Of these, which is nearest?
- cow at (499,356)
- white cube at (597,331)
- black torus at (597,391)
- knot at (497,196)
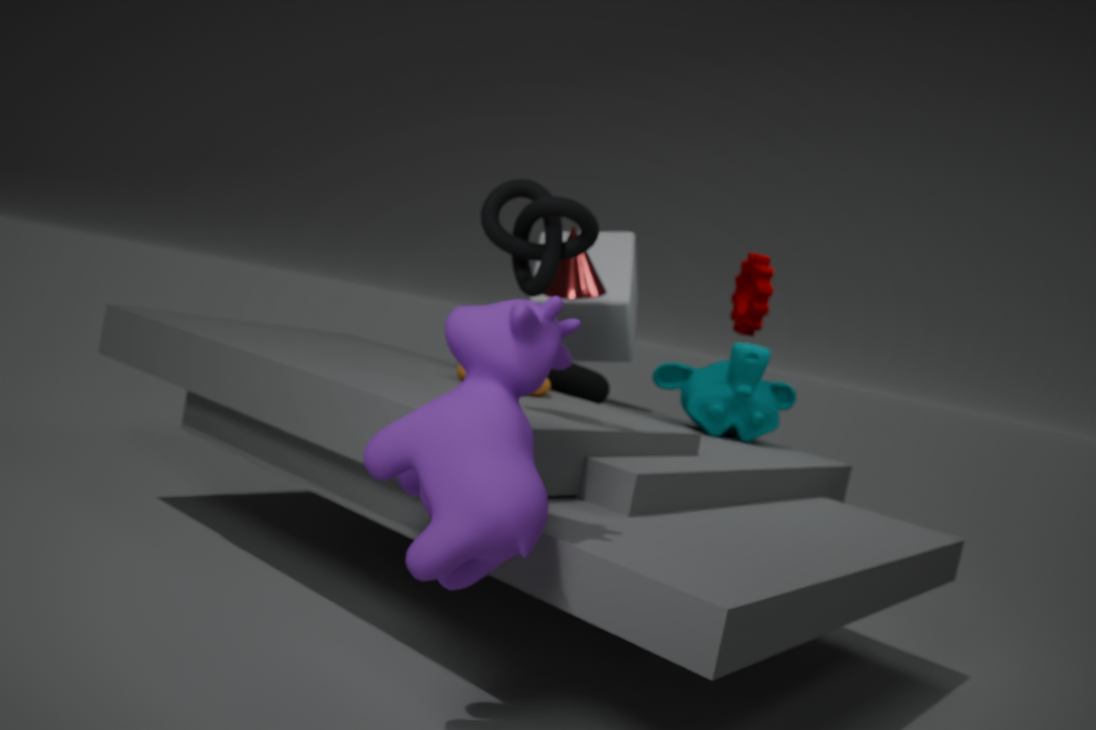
cow at (499,356)
